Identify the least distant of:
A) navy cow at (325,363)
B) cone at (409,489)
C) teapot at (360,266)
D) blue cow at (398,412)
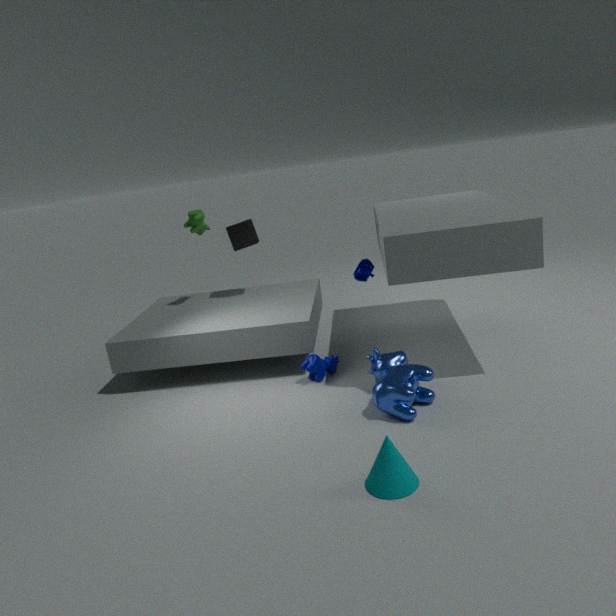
cone at (409,489)
